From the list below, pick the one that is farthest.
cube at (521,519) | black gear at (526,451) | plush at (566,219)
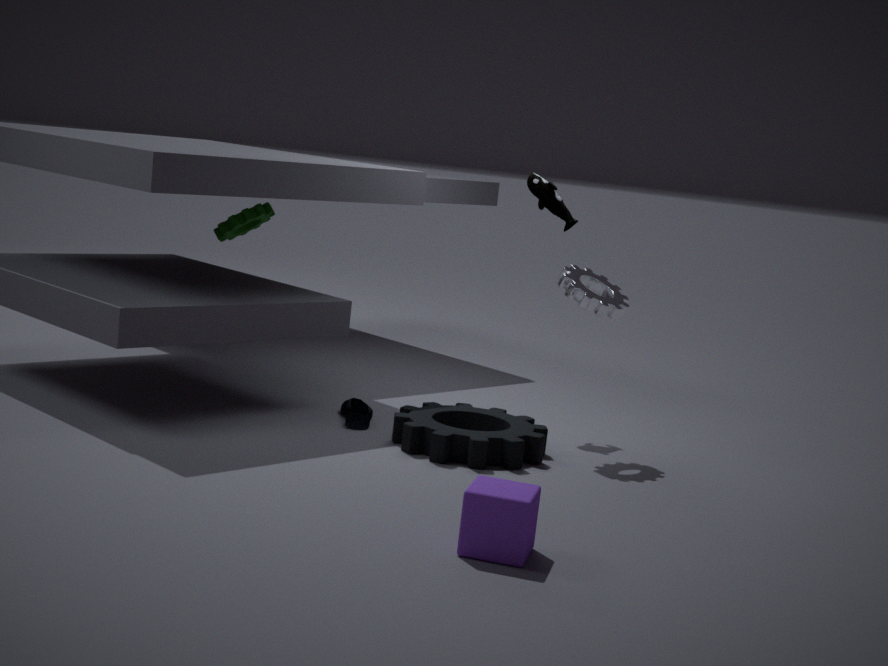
plush at (566,219)
